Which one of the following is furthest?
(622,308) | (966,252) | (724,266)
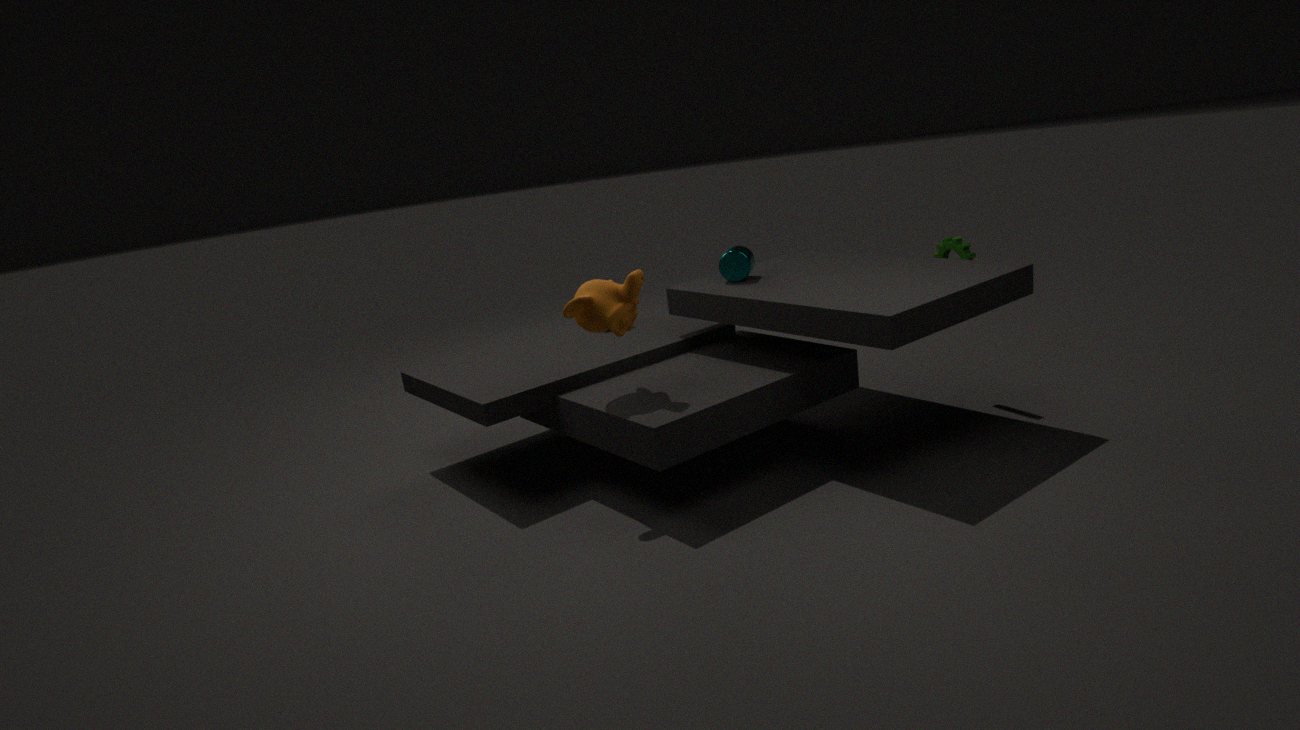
(724,266)
